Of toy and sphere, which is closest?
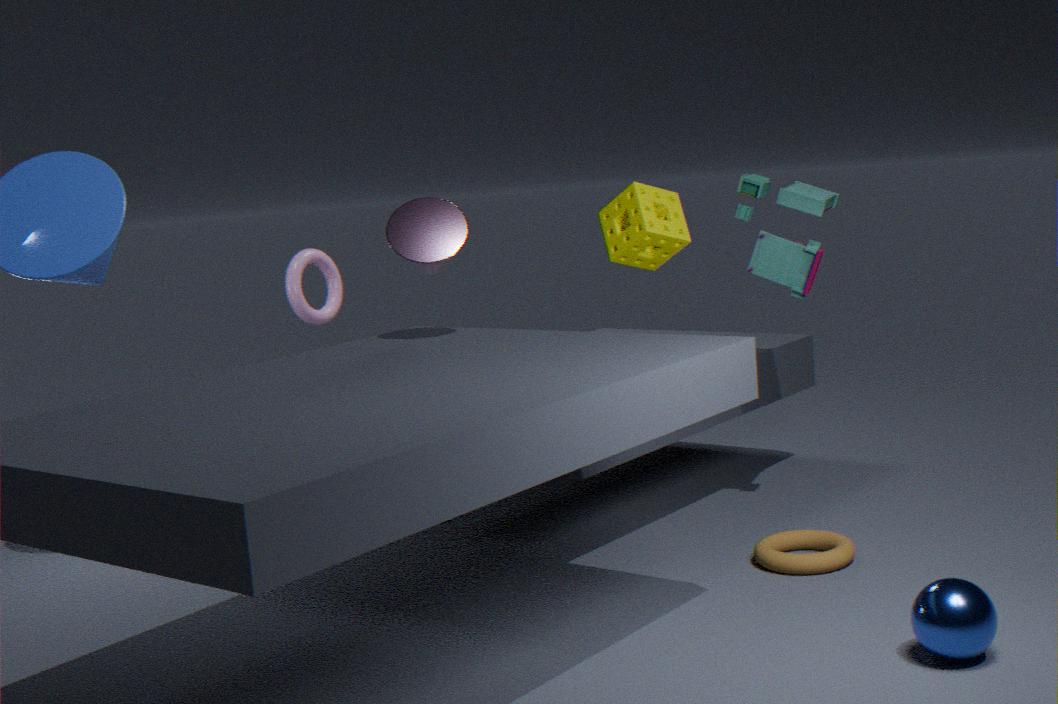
sphere
